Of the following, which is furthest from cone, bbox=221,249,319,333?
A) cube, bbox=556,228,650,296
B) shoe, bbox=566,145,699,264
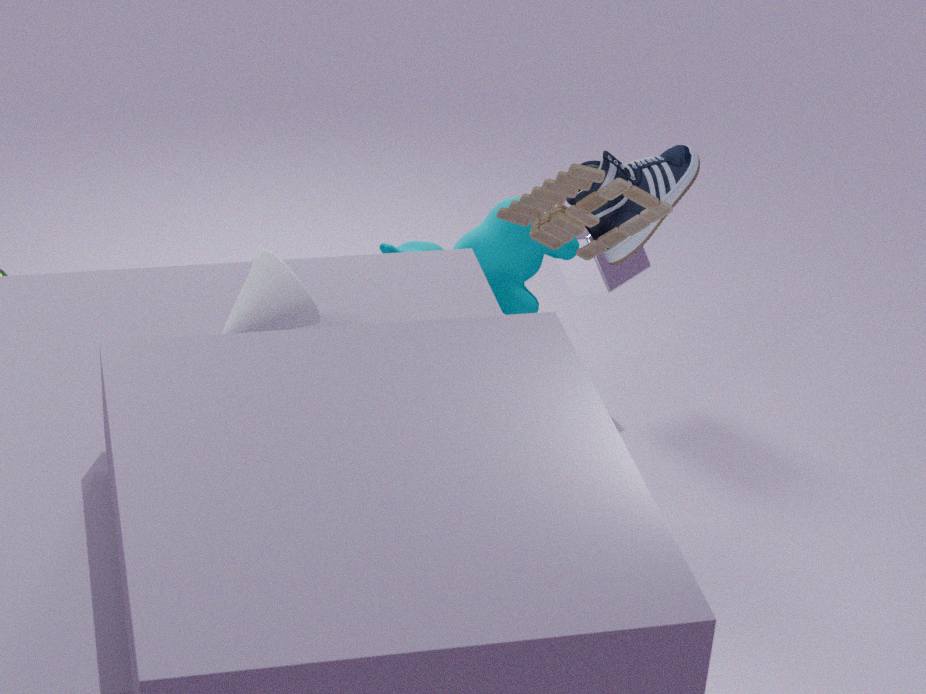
cube, bbox=556,228,650,296
